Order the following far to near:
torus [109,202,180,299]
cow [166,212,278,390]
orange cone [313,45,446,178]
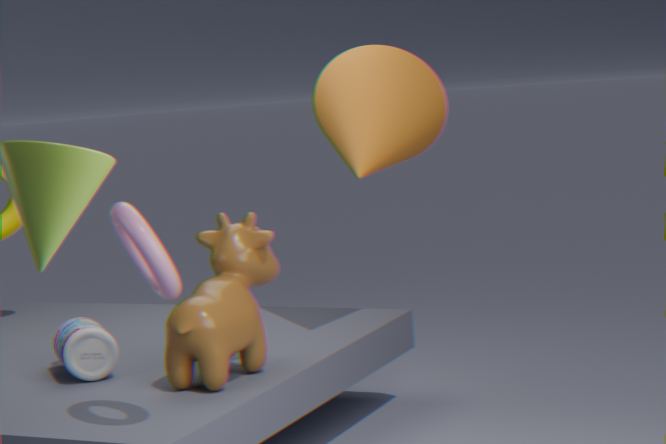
1. orange cone [313,45,446,178]
2. cow [166,212,278,390]
3. torus [109,202,180,299]
